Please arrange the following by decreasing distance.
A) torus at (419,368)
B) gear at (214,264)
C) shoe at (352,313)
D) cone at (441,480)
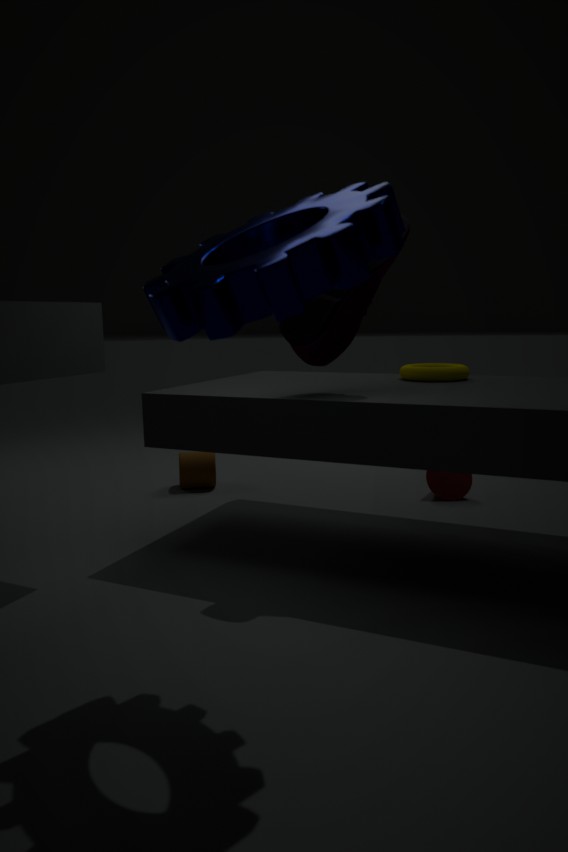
1. cone at (441,480)
2. torus at (419,368)
3. shoe at (352,313)
4. gear at (214,264)
